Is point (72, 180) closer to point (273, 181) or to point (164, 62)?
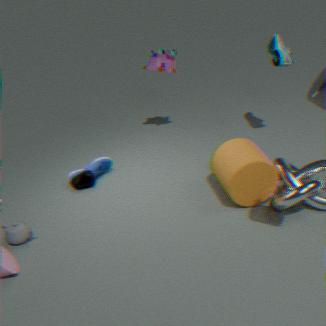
point (164, 62)
